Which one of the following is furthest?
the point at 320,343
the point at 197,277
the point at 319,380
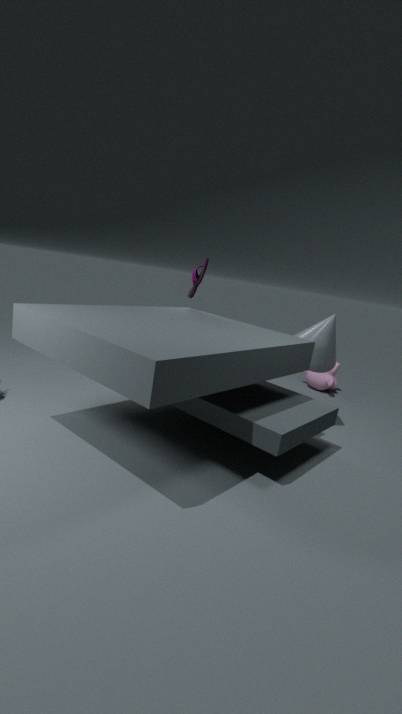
the point at 319,380
